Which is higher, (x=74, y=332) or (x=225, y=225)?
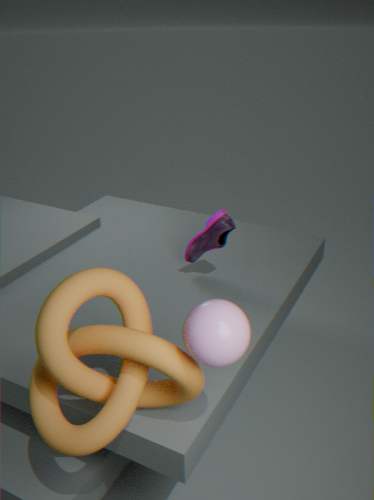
(x=74, y=332)
